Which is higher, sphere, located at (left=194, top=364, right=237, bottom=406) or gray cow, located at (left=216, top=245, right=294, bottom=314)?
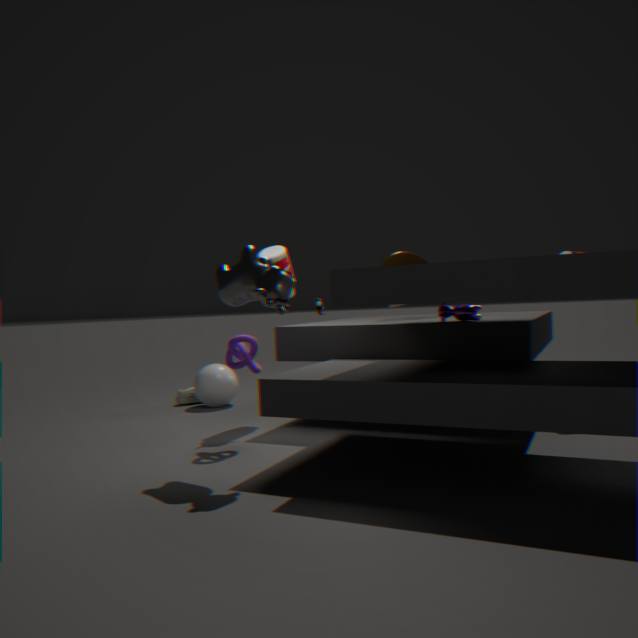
gray cow, located at (left=216, top=245, right=294, bottom=314)
